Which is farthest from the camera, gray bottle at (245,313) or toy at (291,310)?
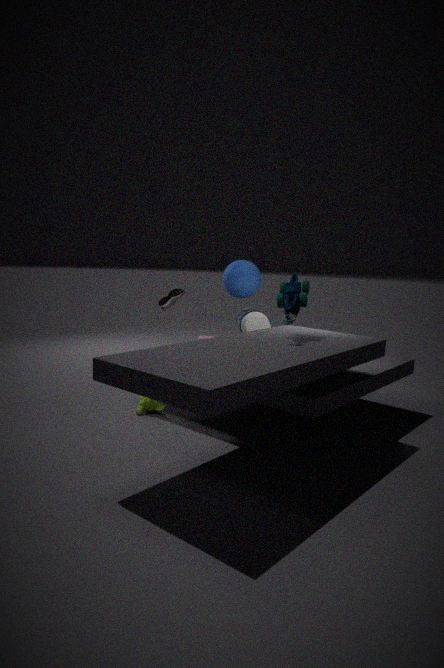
gray bottle at (245,313)
